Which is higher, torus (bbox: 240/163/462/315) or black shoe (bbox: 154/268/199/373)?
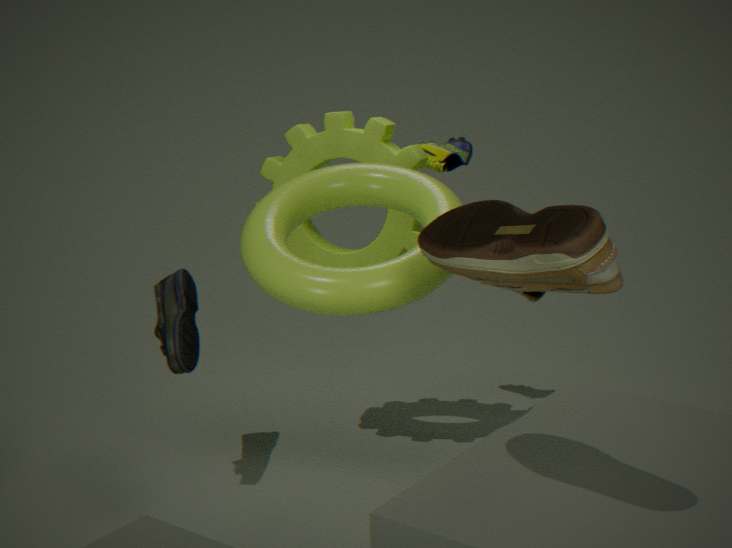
torus (bbox: 240/163/462/315)
